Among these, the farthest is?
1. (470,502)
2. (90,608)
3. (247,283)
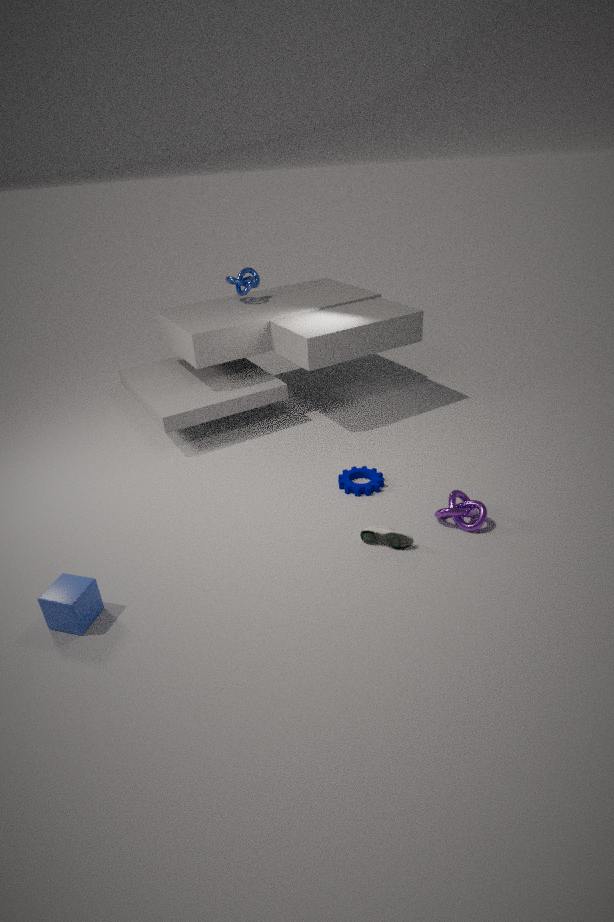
(247,283)
